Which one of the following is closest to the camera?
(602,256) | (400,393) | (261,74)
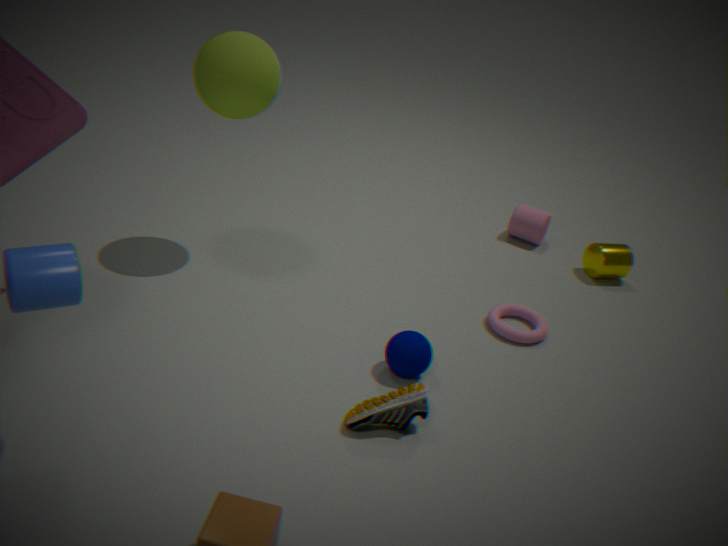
(400,393)
